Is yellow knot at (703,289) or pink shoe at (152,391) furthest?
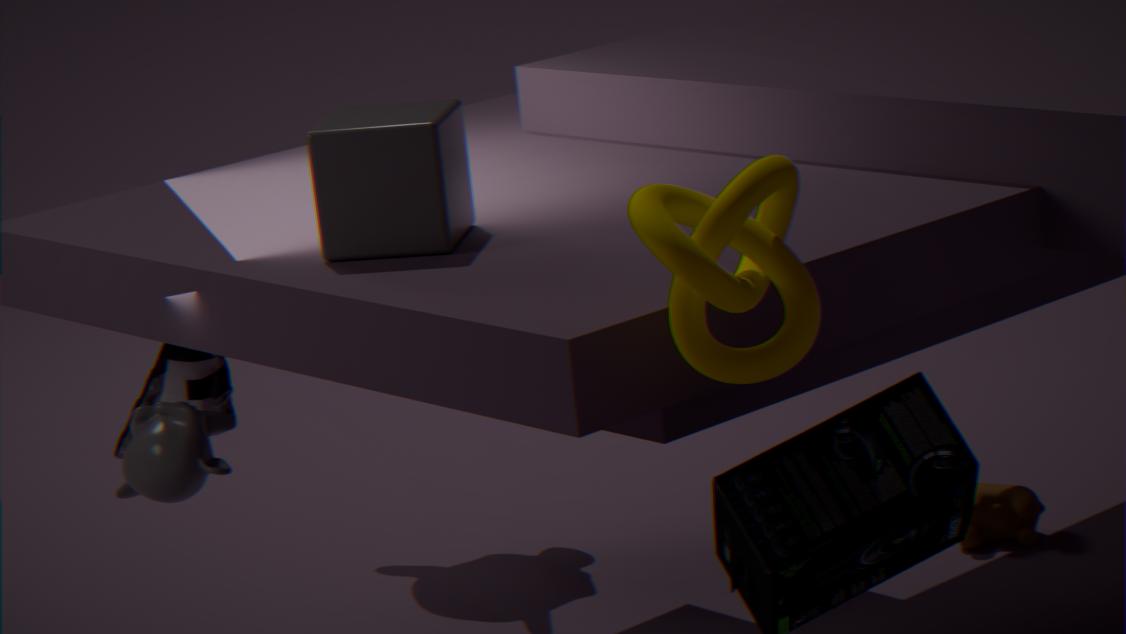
pink shoe at (152,391)
